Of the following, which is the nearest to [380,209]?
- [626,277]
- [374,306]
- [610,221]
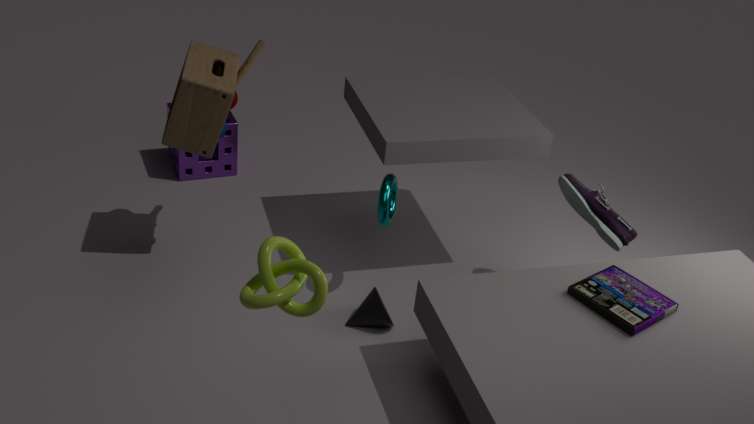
[374,306]
